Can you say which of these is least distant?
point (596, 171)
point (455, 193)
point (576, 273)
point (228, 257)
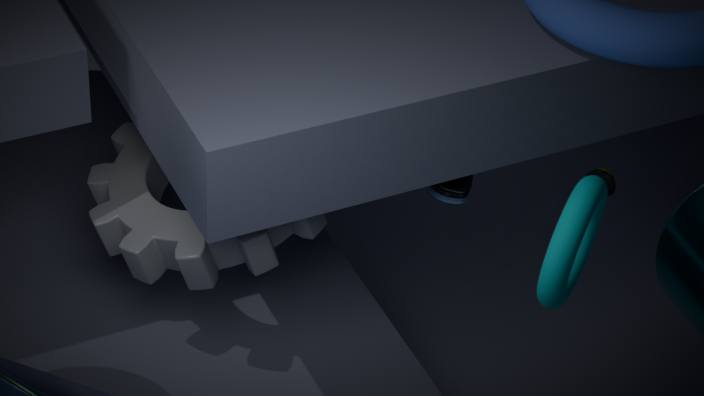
point (576, 273)
